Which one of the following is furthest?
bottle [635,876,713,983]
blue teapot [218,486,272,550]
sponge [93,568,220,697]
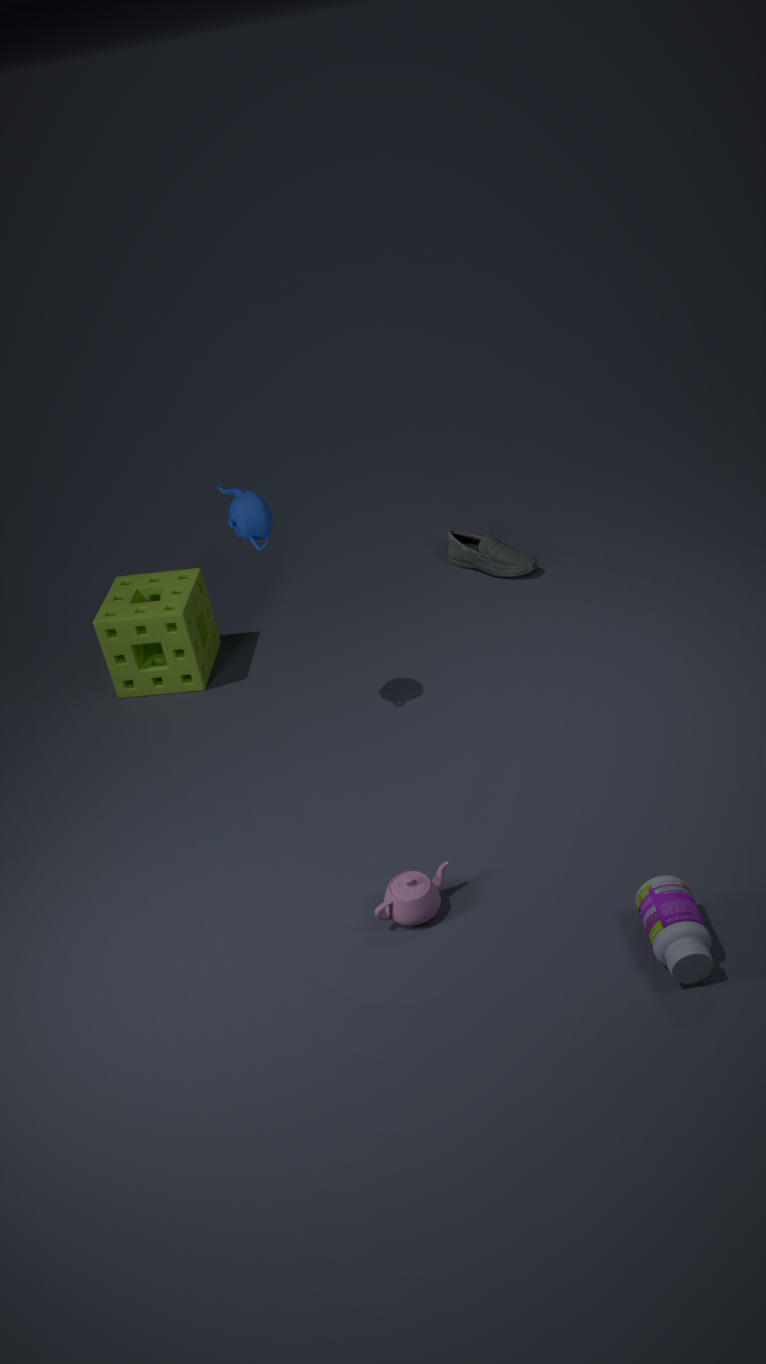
sponge [93,568,220,697]
